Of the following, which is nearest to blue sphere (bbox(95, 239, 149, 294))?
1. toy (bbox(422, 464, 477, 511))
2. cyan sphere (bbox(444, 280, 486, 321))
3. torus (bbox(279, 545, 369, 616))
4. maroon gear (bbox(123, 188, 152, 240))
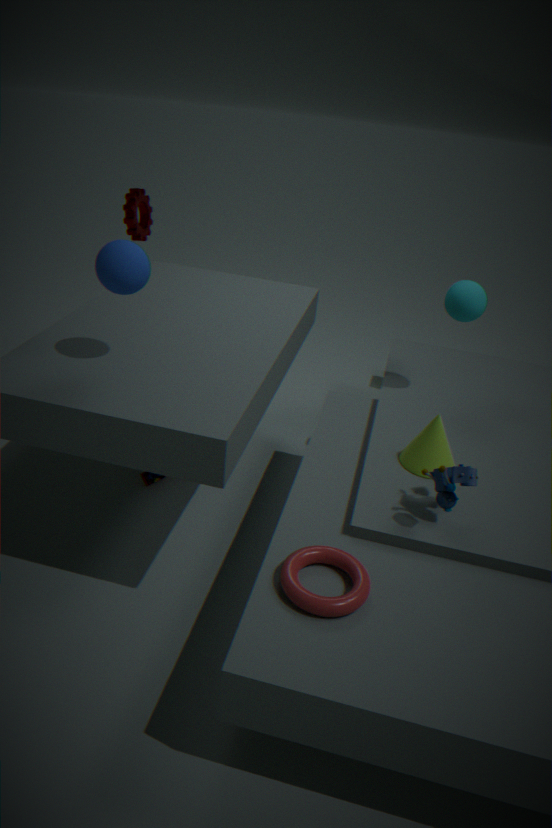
torus (bbox(279, 545, 369, 616))
